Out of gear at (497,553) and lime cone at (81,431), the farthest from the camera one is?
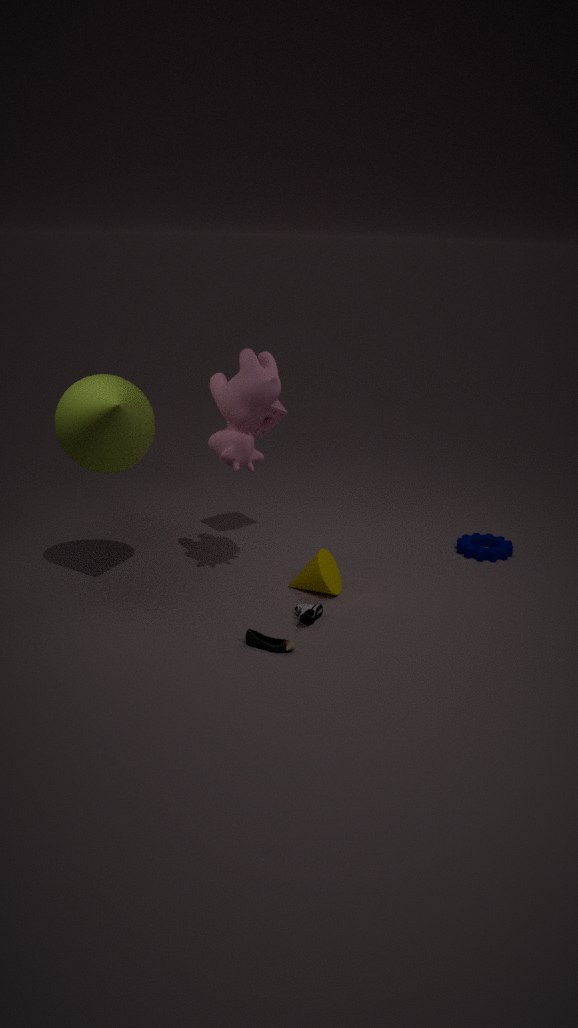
gear at (497,553)
